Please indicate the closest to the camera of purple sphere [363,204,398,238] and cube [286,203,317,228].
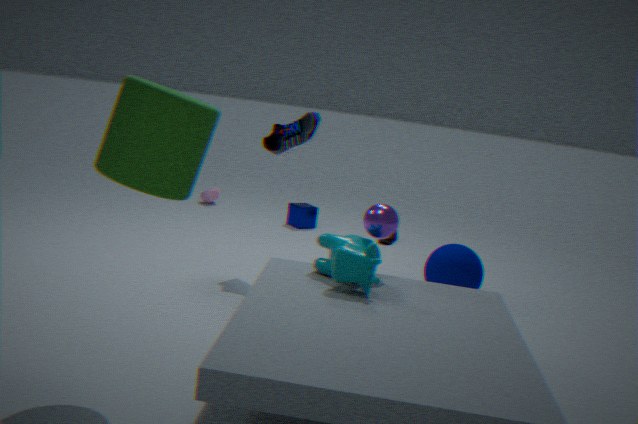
purple sphere [363,204,398,238]
